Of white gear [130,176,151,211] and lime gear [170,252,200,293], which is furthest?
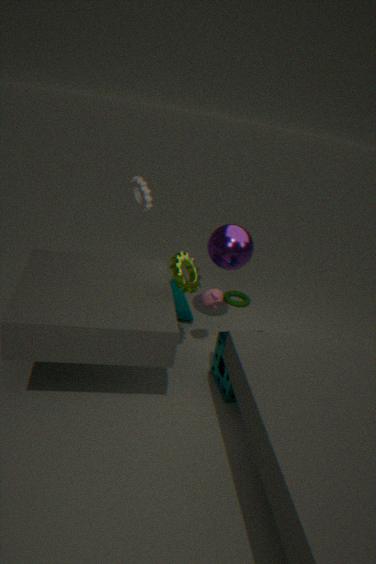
white gear [130,176,151,211]
